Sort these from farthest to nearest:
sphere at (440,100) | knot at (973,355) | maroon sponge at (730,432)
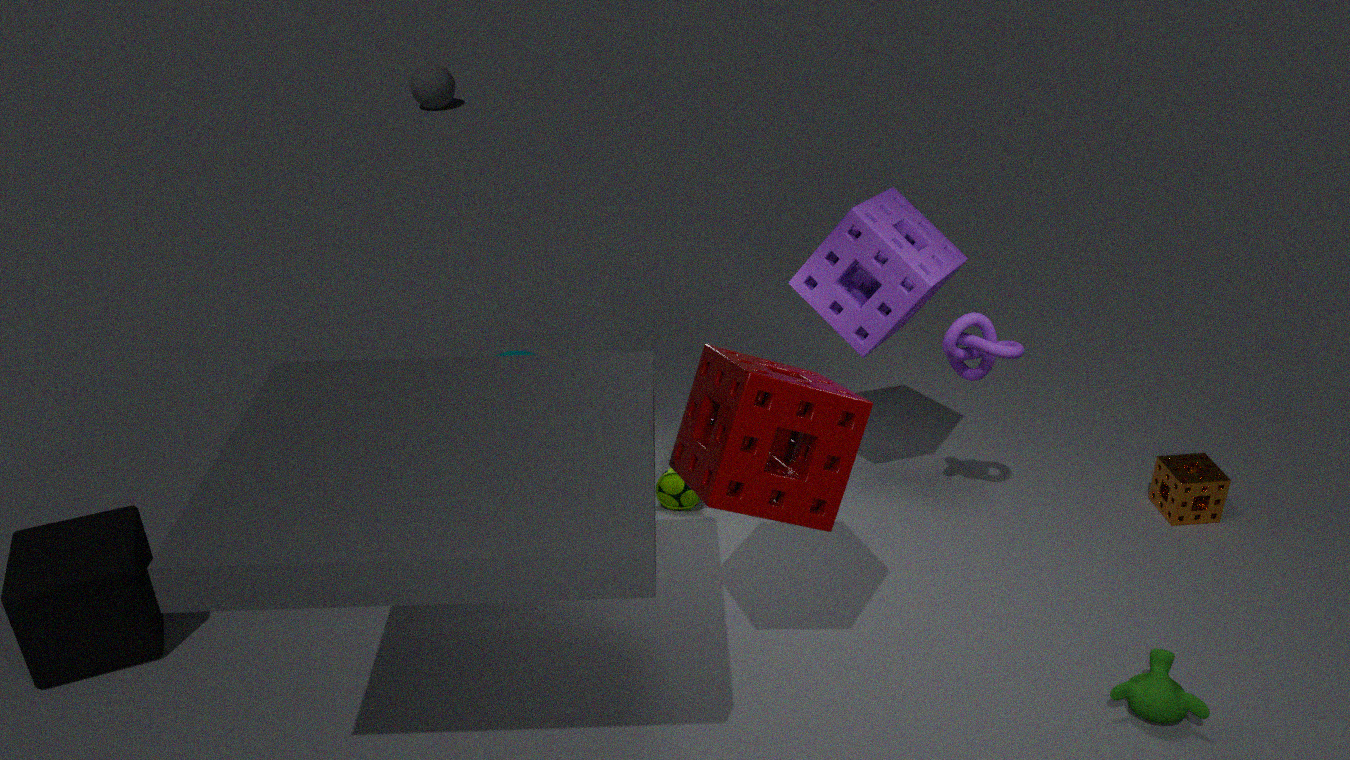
1. sphere at (440,100)
2. knot at (973,355)
3. maroon sponge at (730,432)
